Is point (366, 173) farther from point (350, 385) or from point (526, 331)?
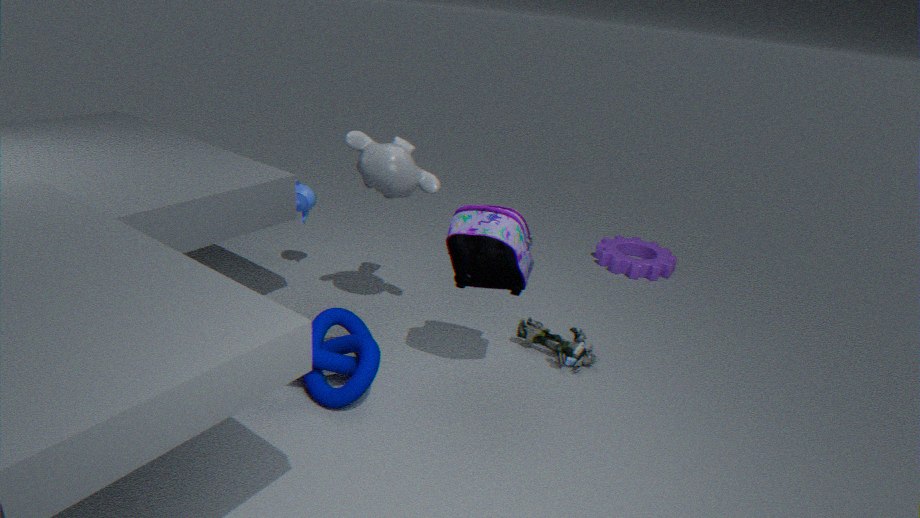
point (526, 331)
